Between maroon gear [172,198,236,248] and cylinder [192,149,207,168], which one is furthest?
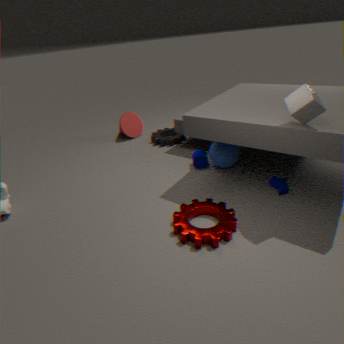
cylinder [192,149,207,168]
